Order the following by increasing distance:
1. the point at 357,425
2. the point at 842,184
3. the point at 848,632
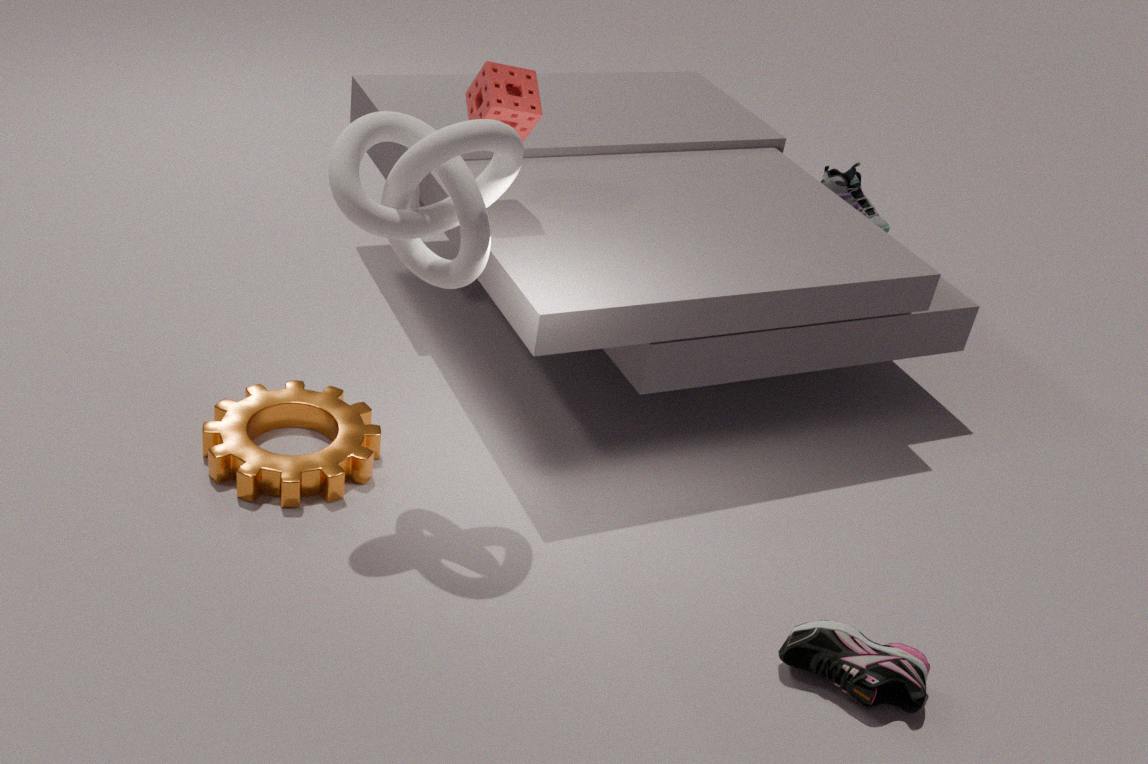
the point at 848,632 < the point at 357,425 < the point at 842,184
